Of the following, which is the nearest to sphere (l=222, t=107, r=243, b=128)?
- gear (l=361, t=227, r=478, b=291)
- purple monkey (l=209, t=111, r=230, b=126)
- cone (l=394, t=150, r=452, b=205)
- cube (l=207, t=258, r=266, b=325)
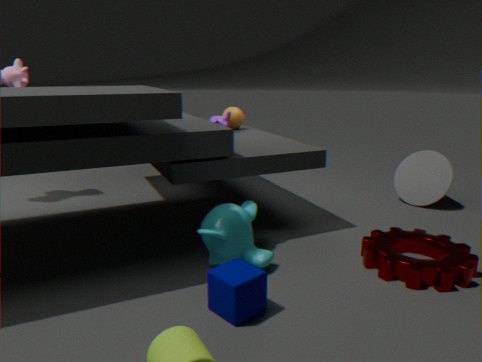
purple monkey (l=209, t=111, r=230, b=126)
